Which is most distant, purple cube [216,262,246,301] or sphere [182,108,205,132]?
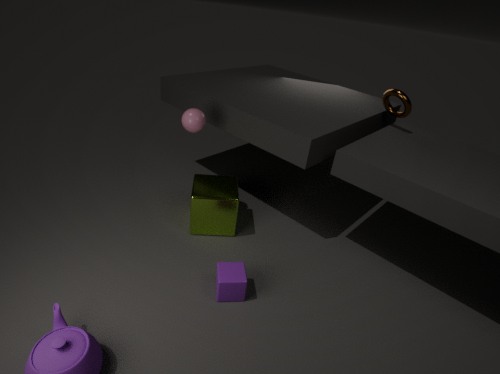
sphere [182,108,205,132]
